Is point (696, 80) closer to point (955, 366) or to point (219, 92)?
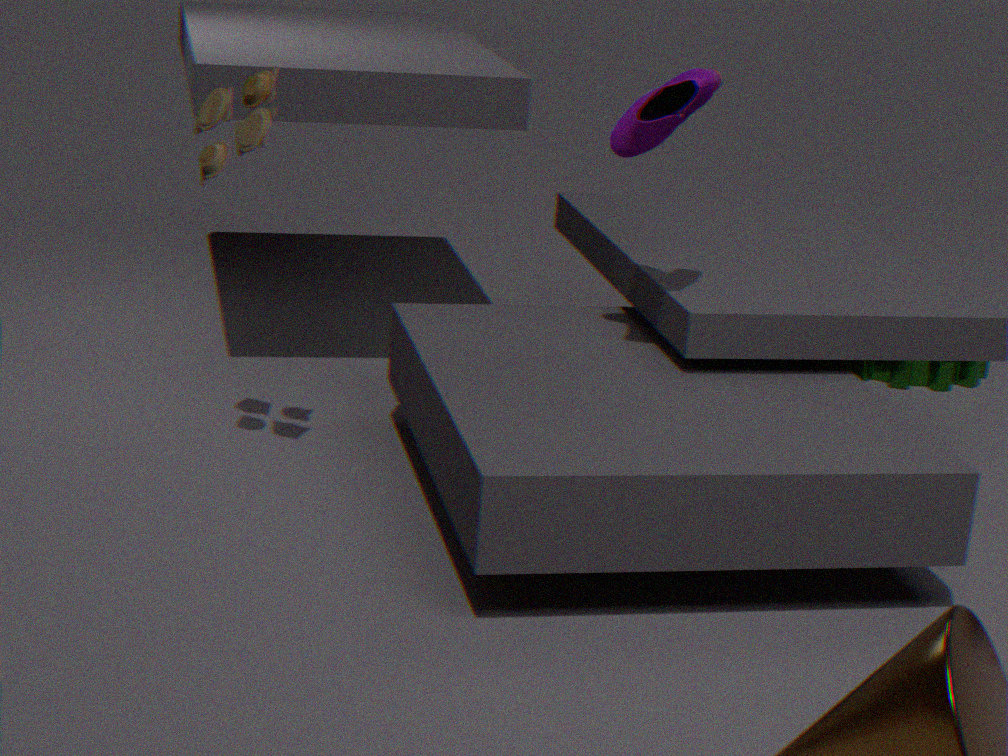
point (219, 92)
